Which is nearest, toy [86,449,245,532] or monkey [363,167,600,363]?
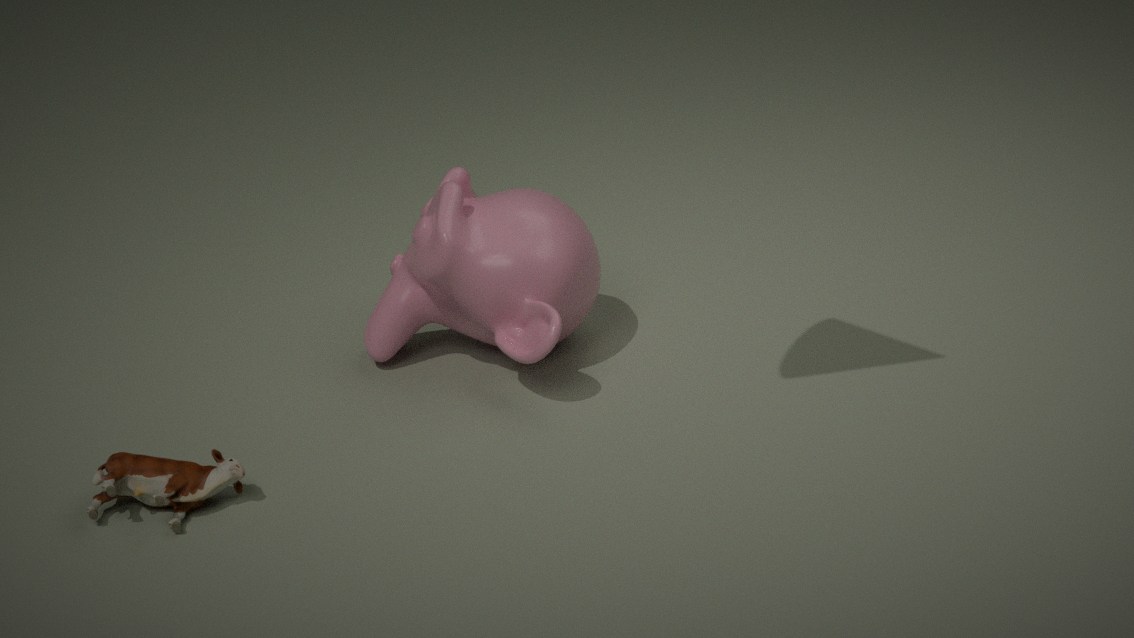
toy [86,449,245,532]
